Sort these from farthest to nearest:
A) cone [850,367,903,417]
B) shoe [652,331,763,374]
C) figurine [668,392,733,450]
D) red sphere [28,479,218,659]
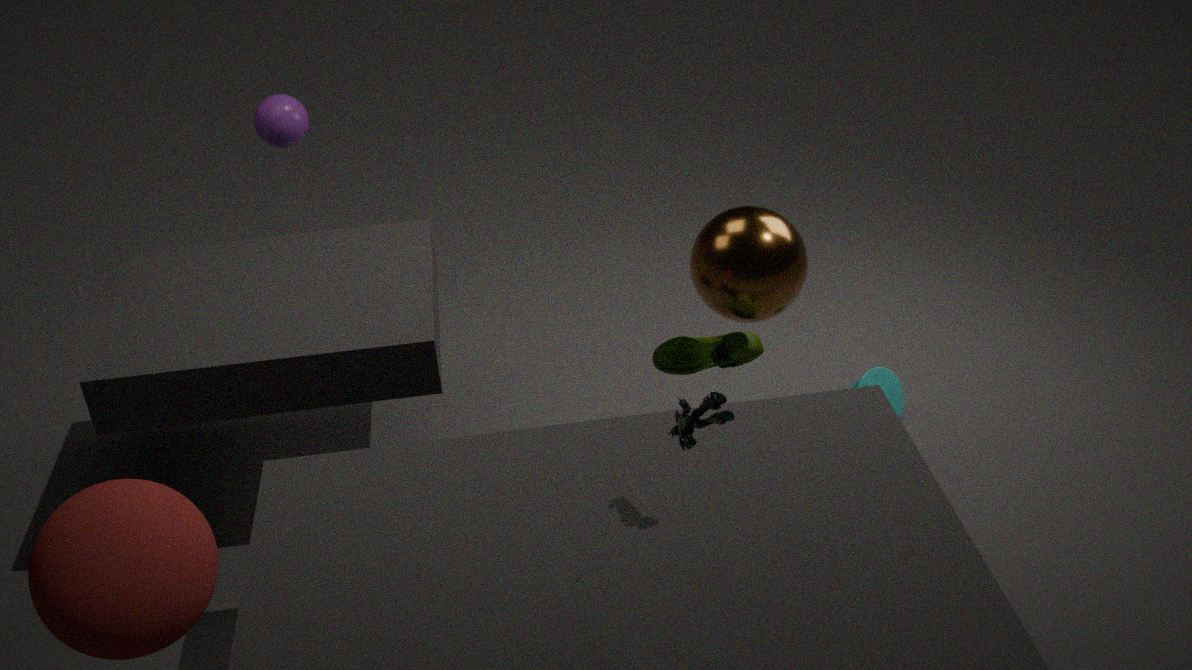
cone [850,367,903,417]
shoe [652,331,763,374]
figurine [668,392,733,450]
red sphere [28,479,218,659]
